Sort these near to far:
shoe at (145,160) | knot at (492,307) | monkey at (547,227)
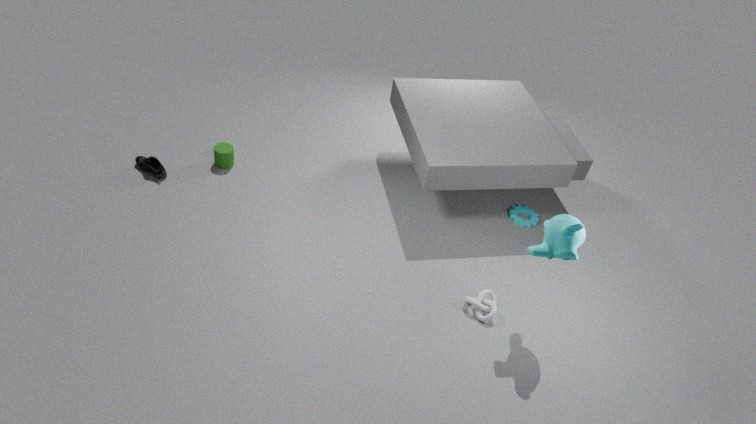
1. monkey at (547,227)
2. knot at (492,307)
3. shoe at (145,160)
